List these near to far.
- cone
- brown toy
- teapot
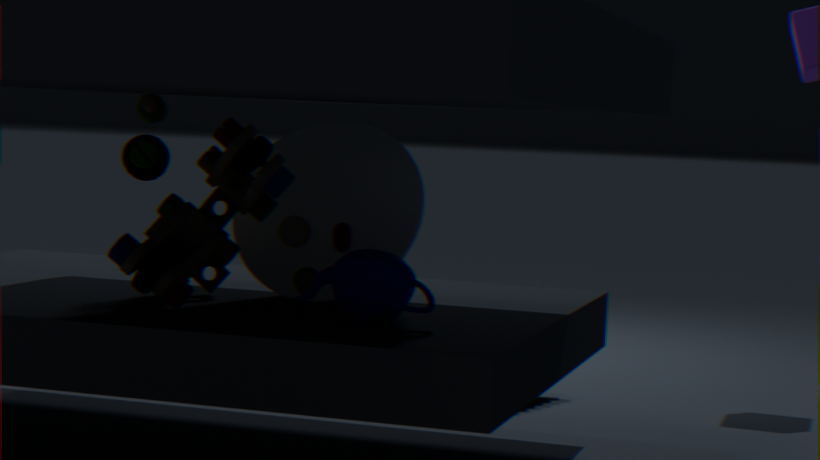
teapot < brown toy < cone
